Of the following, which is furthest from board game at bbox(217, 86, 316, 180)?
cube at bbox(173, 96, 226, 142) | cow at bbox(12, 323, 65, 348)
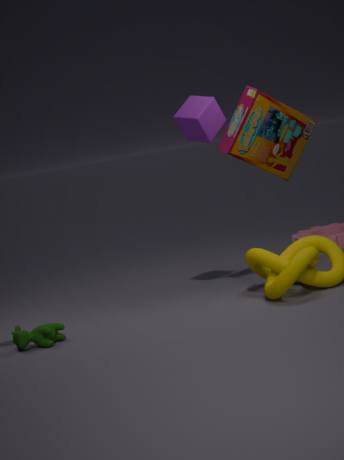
cow at bbox(12, 323, 65, 348)
